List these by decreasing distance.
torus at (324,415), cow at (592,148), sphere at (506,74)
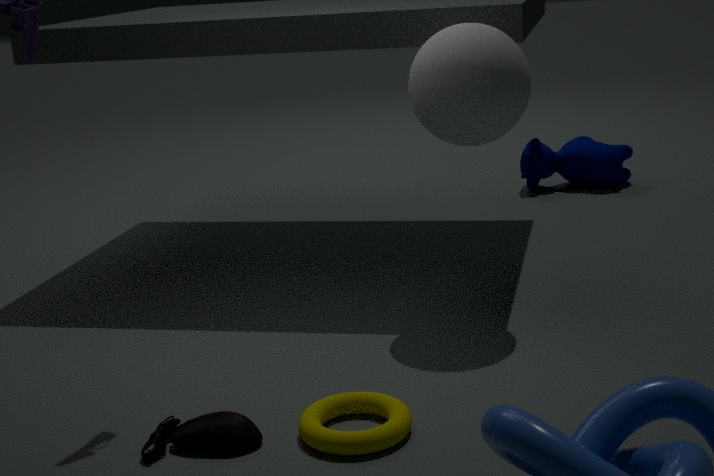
cow at (592,148), sphere at (506,74), torus at (324,415)
